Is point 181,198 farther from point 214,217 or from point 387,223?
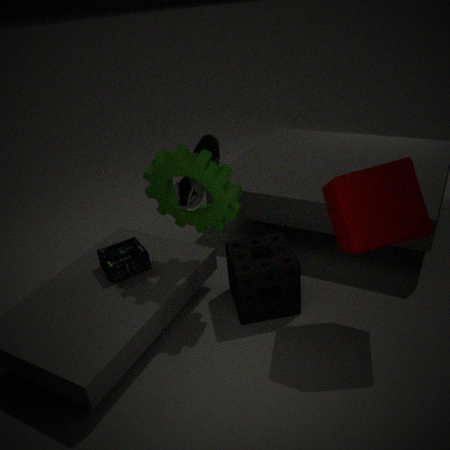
point 387,223
